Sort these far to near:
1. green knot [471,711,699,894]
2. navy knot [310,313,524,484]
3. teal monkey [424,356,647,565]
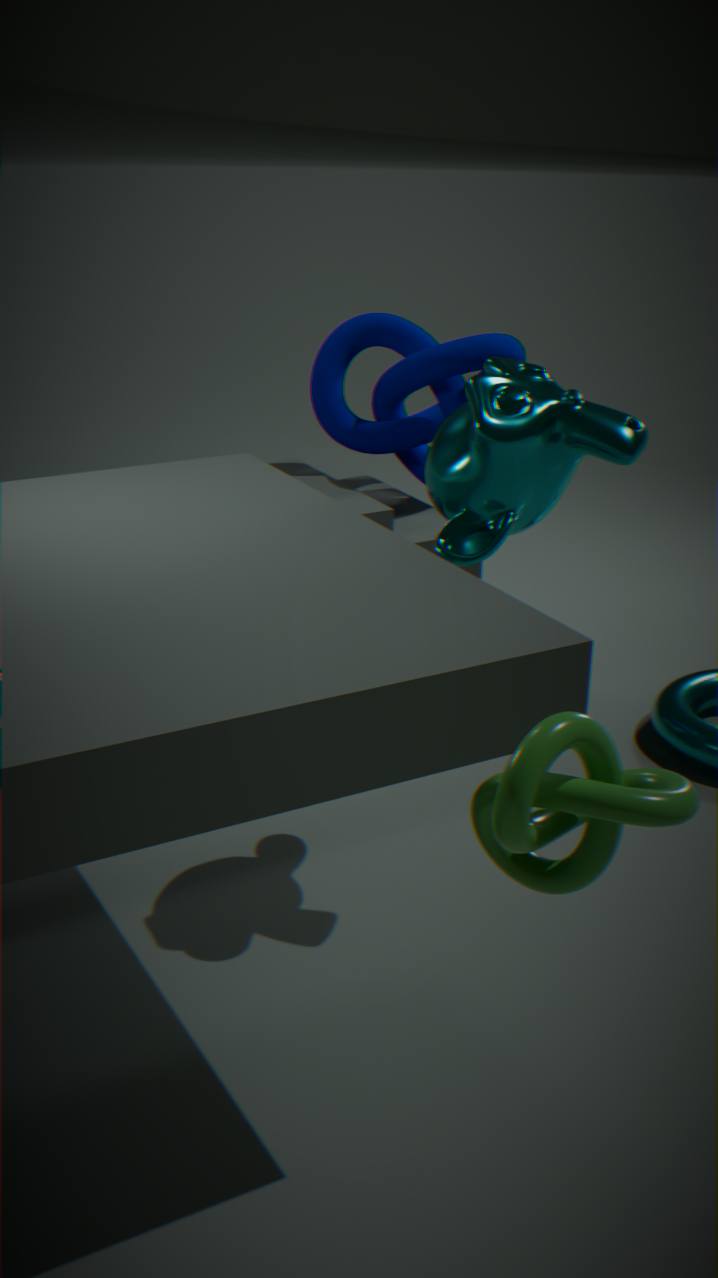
navy knot [310,313,524,484], teal monkey [424,356,647,565], green knot [471,711,699,894]
